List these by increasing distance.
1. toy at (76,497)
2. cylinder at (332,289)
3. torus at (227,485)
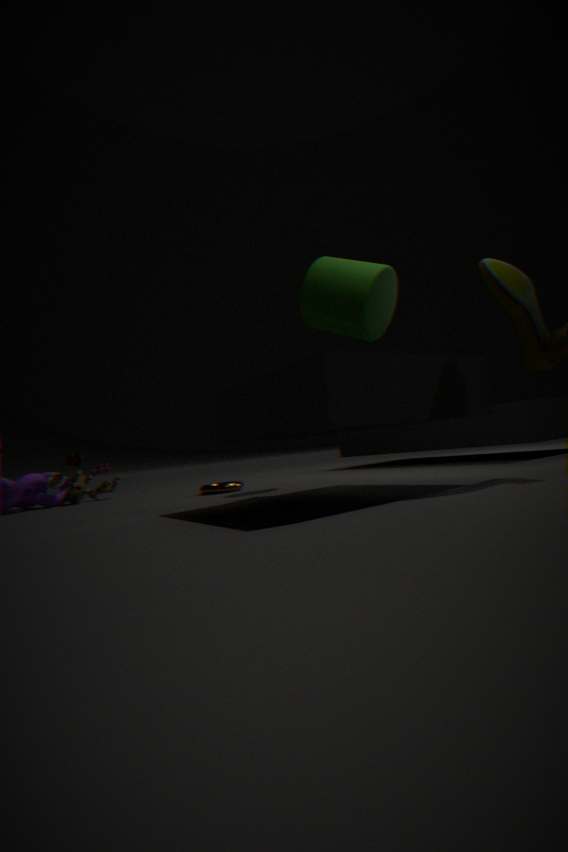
cylinder at (332,289), torus at (227,485), toy at (76,497)
